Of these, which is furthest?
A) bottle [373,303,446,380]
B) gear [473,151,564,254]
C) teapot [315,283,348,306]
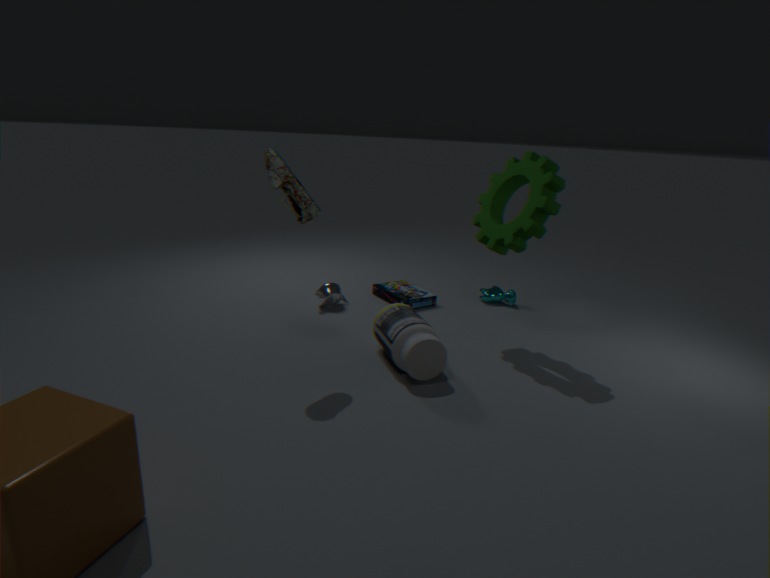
teapot [315,283,348,306]
